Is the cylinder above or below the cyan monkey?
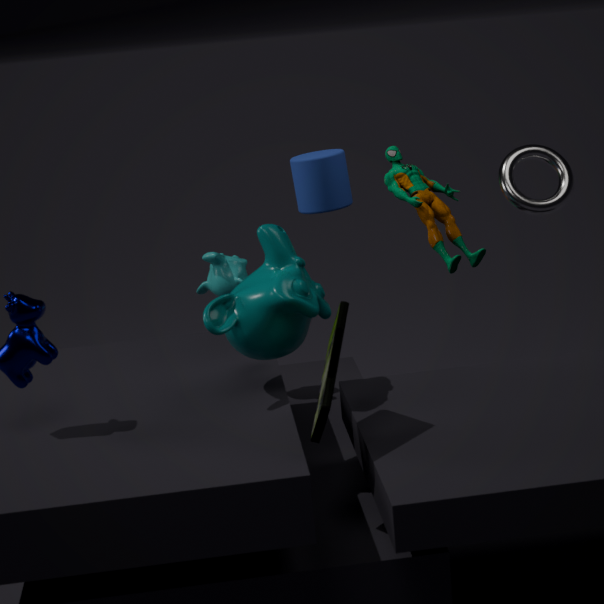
above
